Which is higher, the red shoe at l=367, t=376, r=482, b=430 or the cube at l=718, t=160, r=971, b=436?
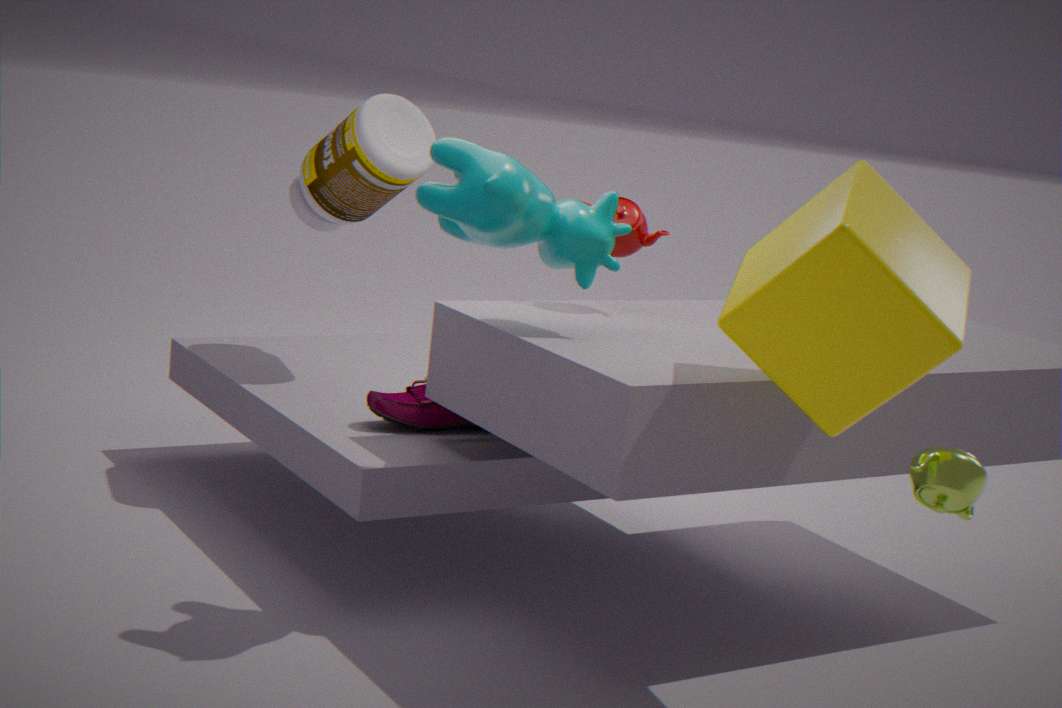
the cube at l=718, t=160, r=971, b=436
